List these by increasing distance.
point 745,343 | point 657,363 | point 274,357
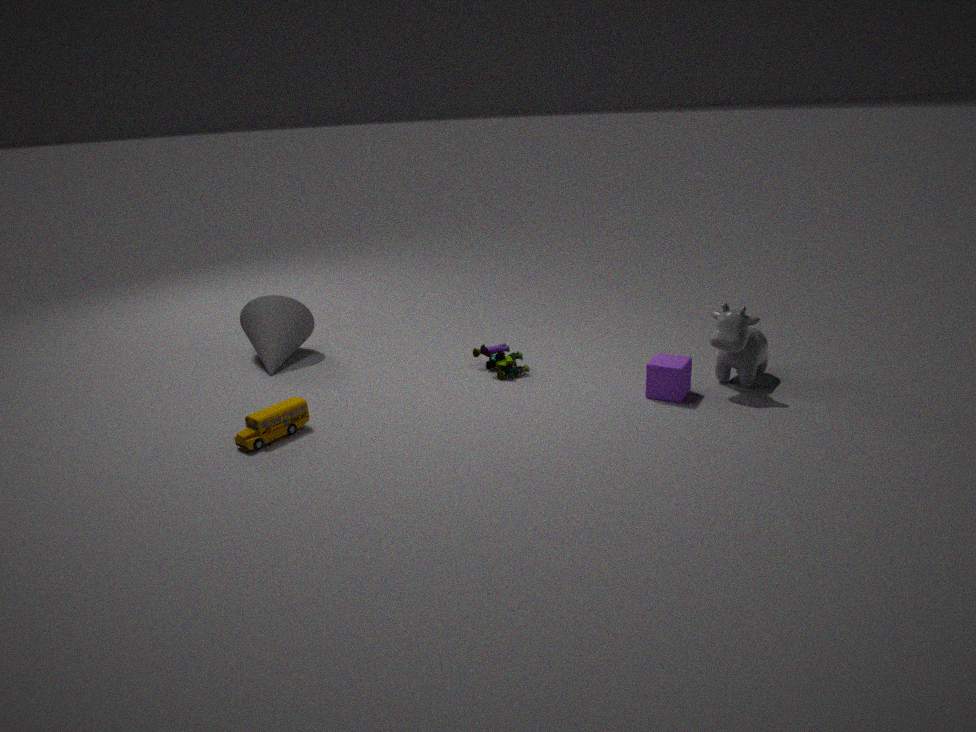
1. point 745,343
2. point 657,363
3. point 274,357
